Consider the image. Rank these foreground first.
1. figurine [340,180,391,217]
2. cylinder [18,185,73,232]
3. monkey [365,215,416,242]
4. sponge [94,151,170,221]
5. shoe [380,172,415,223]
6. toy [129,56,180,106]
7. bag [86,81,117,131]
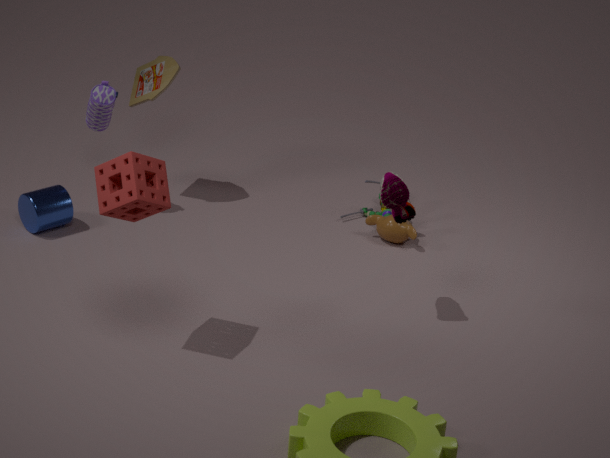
sponge [94,151,170,221] → shoe [380,172,415,223] → cylinder [18,185,73,232] → bag [86,81,117,131] → monkey [365,215,416,242] → toy [129,56,180,106] → figurine [340,180,391,217]
